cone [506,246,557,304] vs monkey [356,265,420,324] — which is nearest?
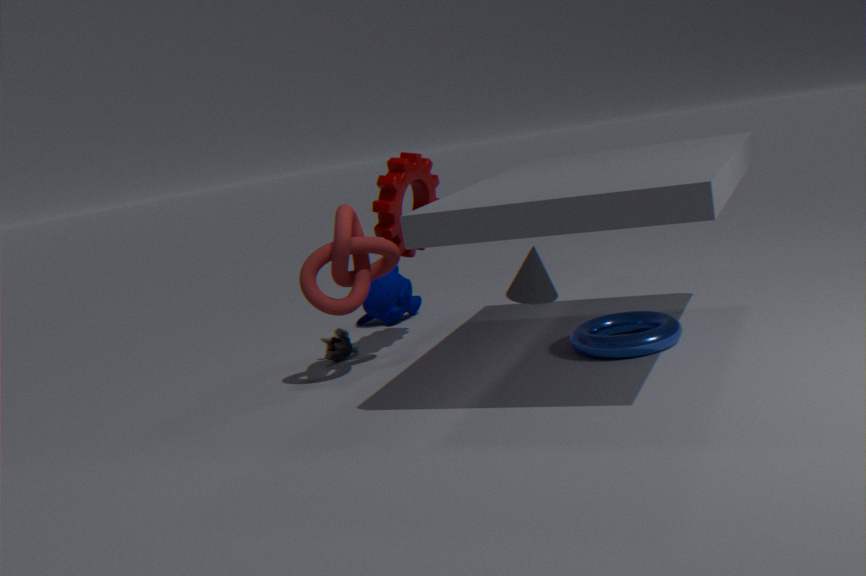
cone [506,246,557,304]
